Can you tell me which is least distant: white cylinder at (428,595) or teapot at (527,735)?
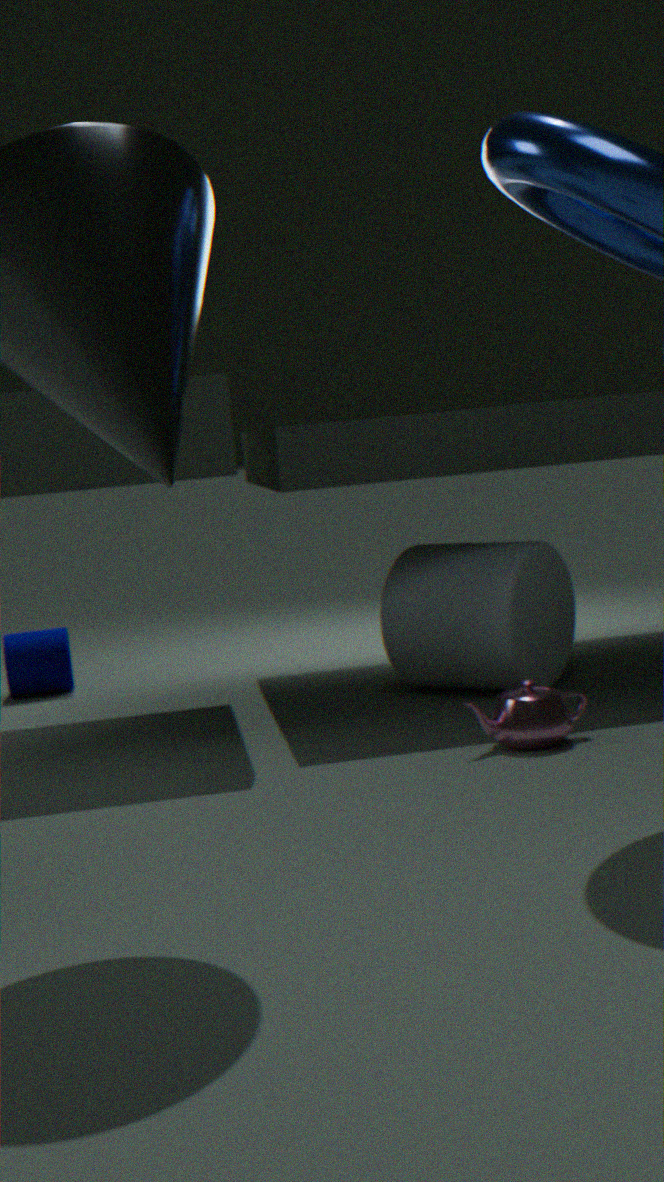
teapot at (527,735)
